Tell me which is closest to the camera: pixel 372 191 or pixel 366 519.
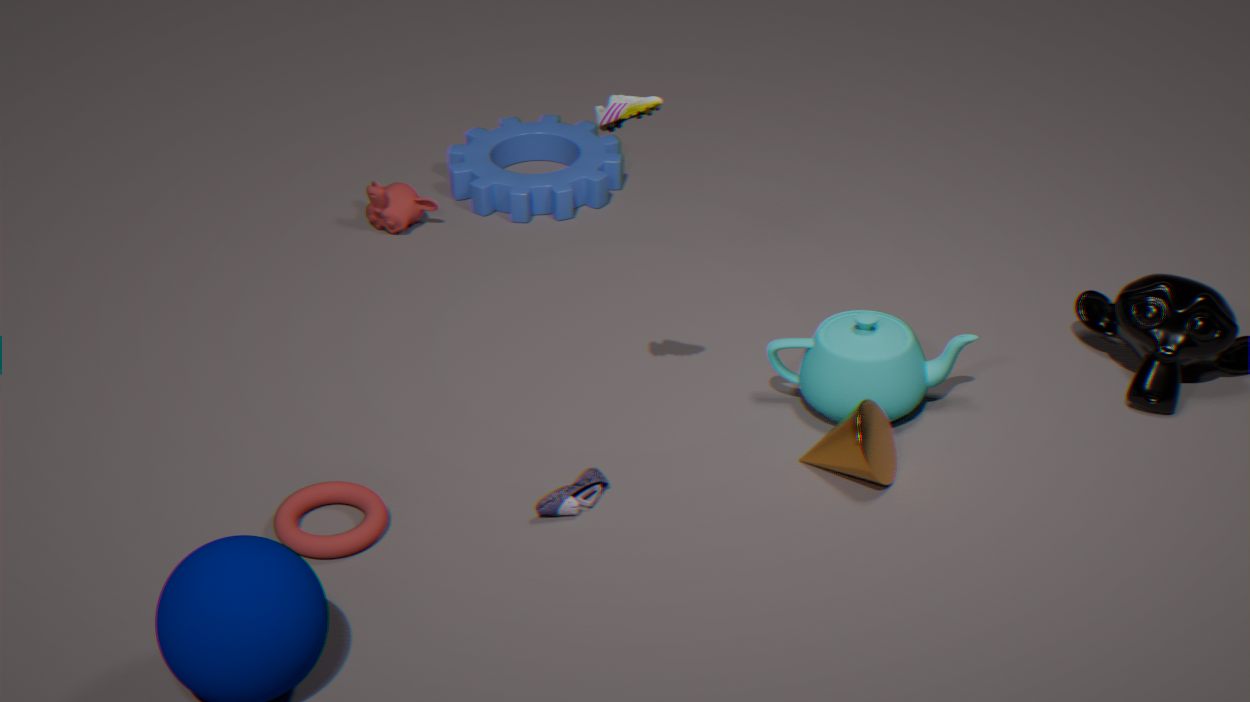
pixel 366 519
